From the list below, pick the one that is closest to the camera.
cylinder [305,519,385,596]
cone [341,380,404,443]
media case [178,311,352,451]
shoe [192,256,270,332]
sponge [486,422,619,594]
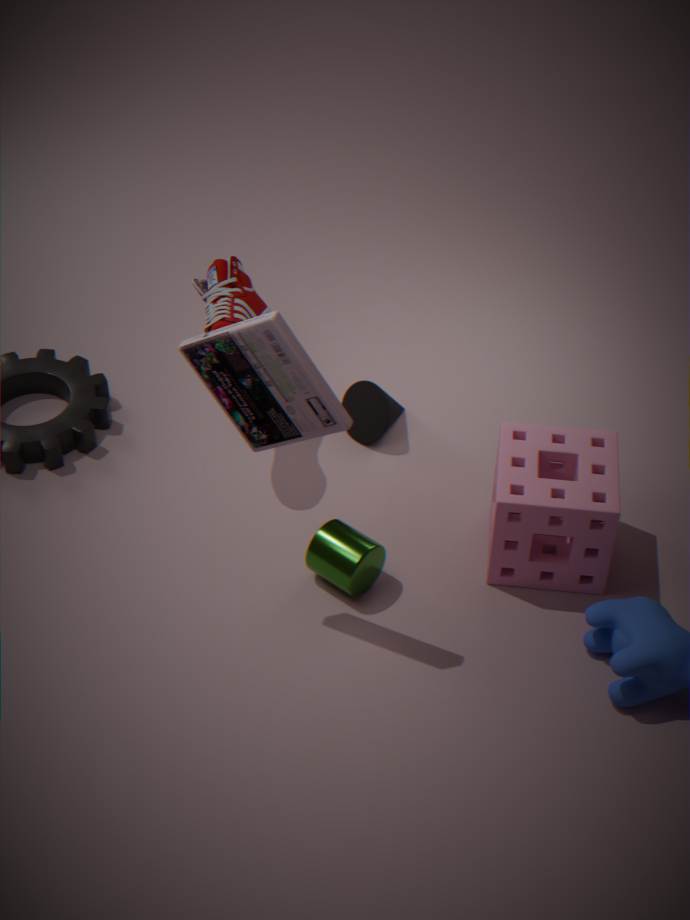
media case [178,311,352,451]
